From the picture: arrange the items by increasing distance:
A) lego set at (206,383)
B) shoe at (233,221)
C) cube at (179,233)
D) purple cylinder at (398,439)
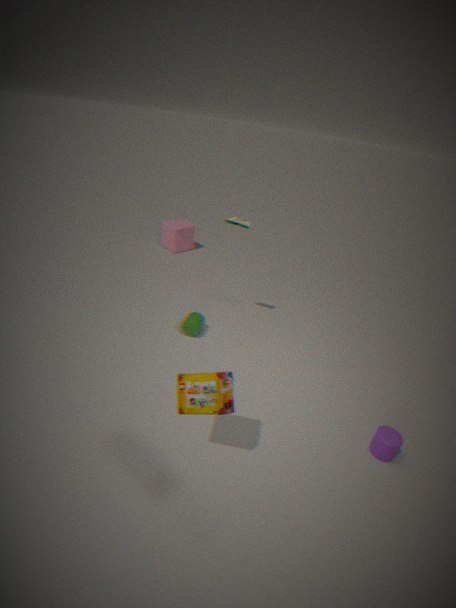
lego set at (206,383) < purple cylinder at (398,439) < shoe at (233,221) < cube at (179,233)
